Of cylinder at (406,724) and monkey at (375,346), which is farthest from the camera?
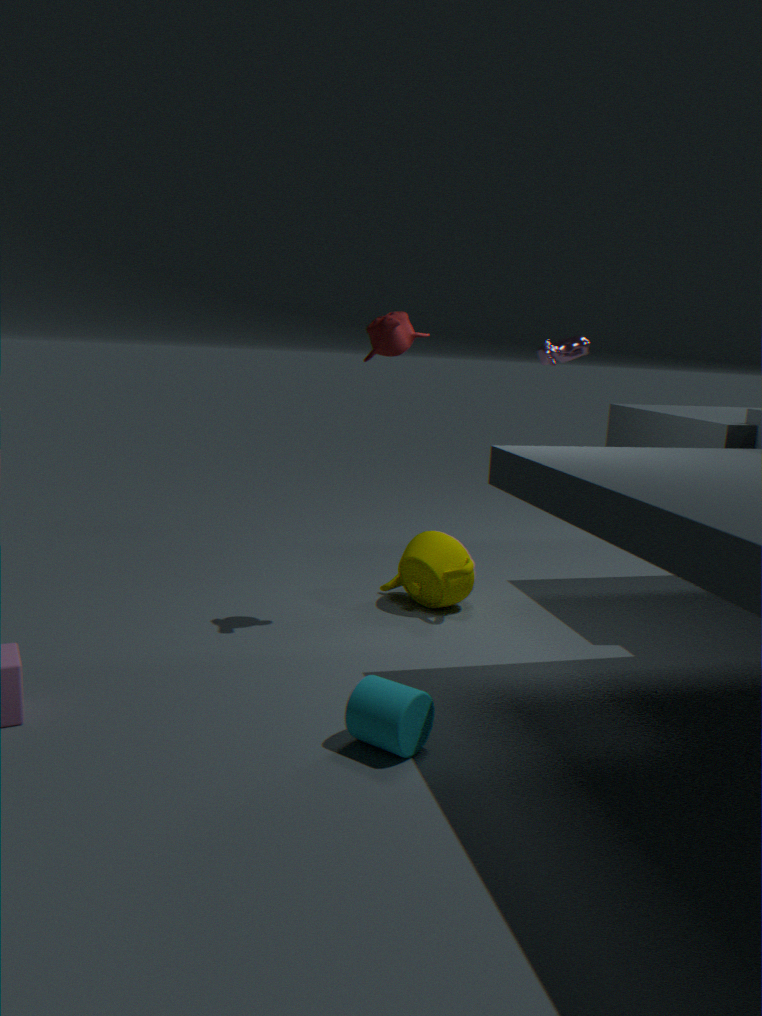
monkey at (375,346)
